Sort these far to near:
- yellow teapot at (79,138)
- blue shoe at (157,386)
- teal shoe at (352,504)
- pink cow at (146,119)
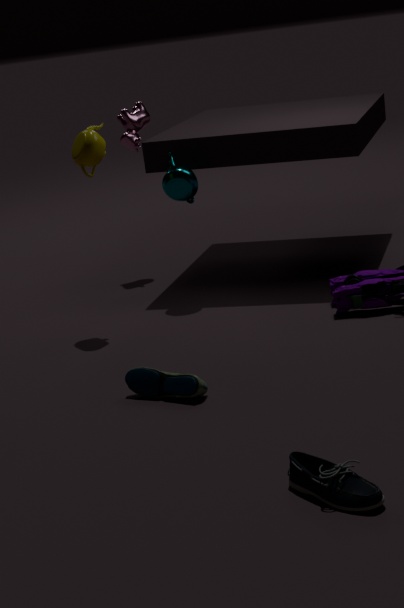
pink cow at (146,119) → yellow teapot at (79,138) → blue shoe at (157,386) → teal shoe at (352,504)
